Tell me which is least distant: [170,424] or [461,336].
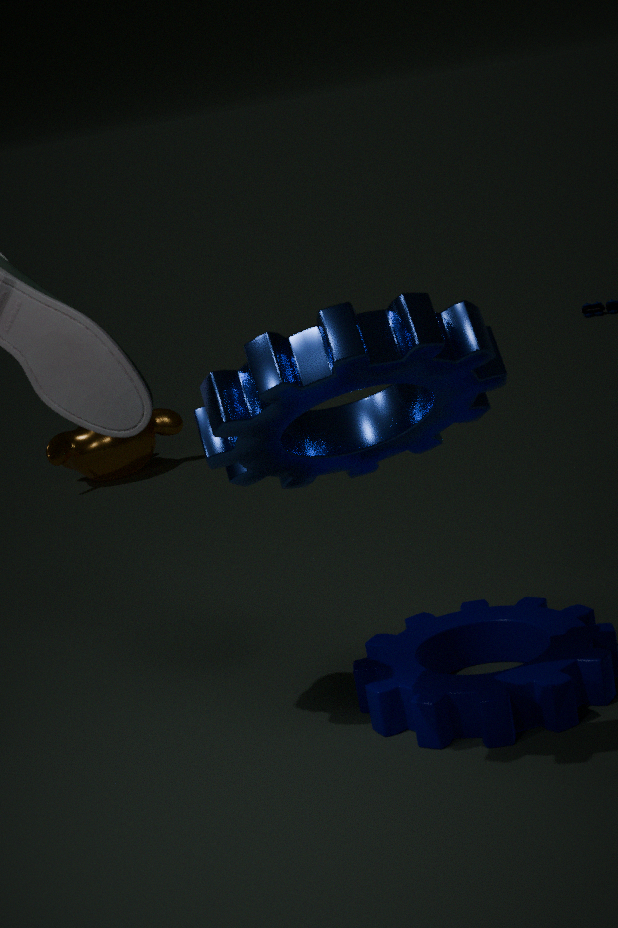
[461,336]
